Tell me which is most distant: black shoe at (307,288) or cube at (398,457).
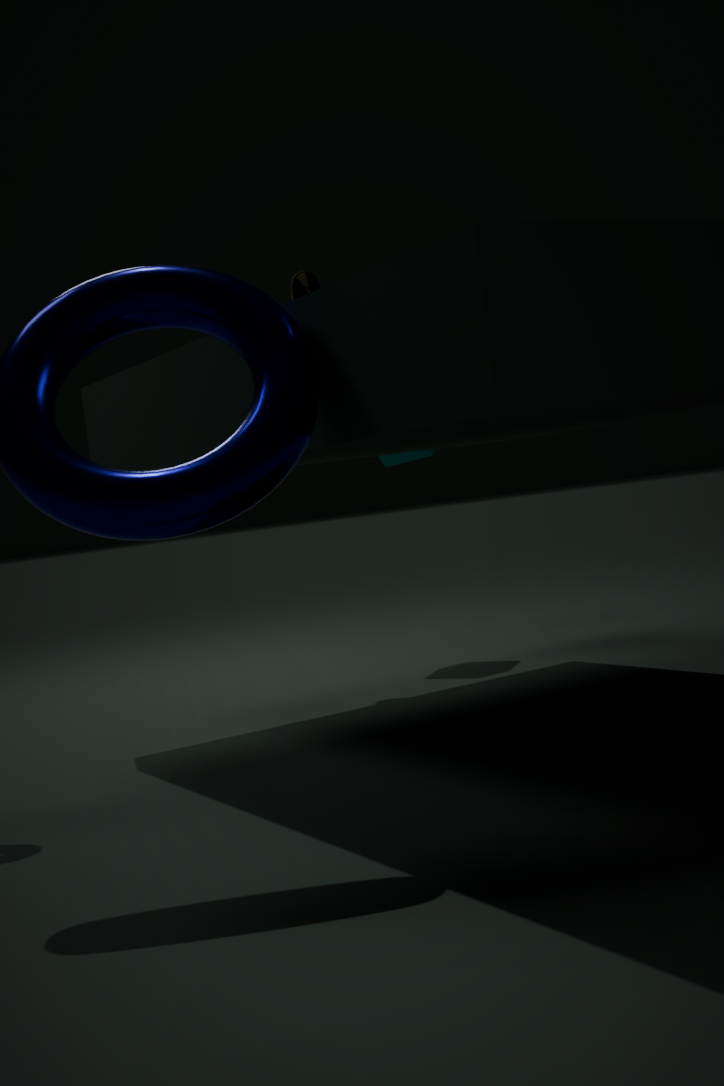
cube at (398,457)
